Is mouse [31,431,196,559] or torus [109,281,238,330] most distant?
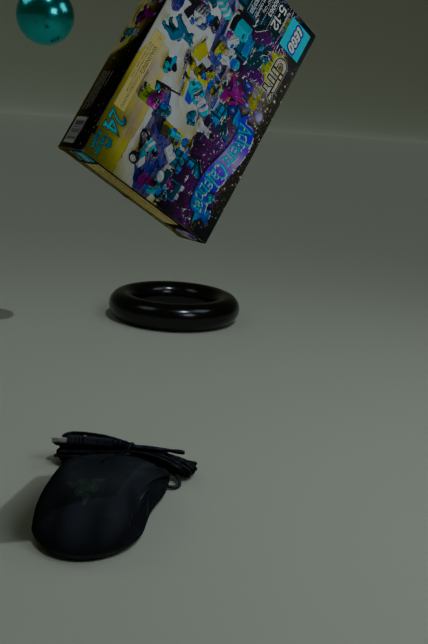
torus [109,281,238,330]
